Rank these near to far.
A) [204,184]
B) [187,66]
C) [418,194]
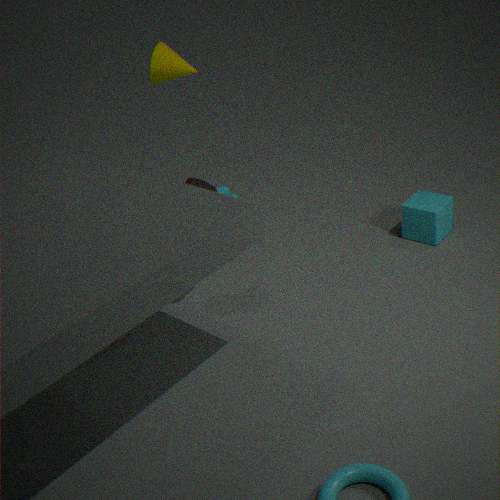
1. [204,184]
2. [418,194]
3. [187,66]
